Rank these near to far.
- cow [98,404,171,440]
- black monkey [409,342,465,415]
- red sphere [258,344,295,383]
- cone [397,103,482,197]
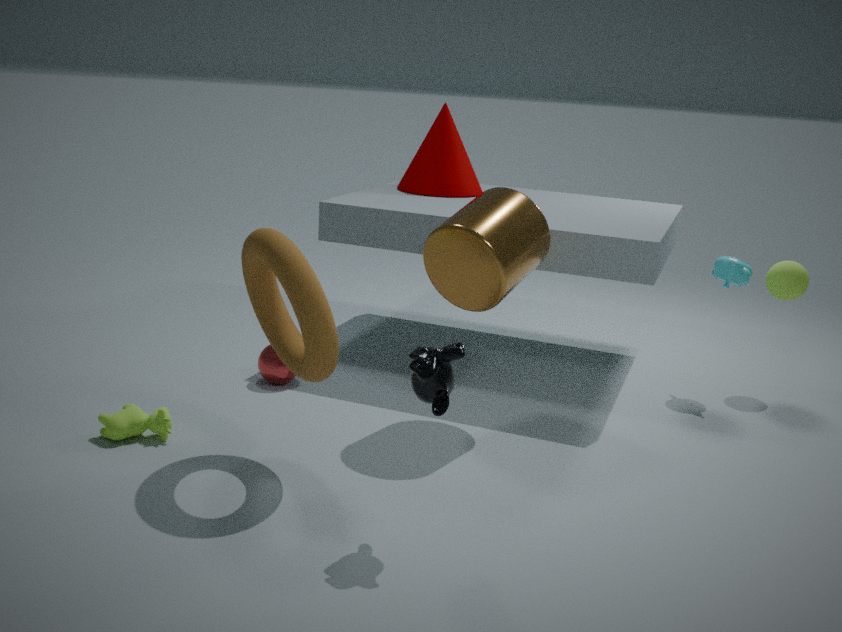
black monkey [409,342,465,415] → cow [98,404,171,440] → red sphere [258,344,295,383] → cone [397,103,482,197]
